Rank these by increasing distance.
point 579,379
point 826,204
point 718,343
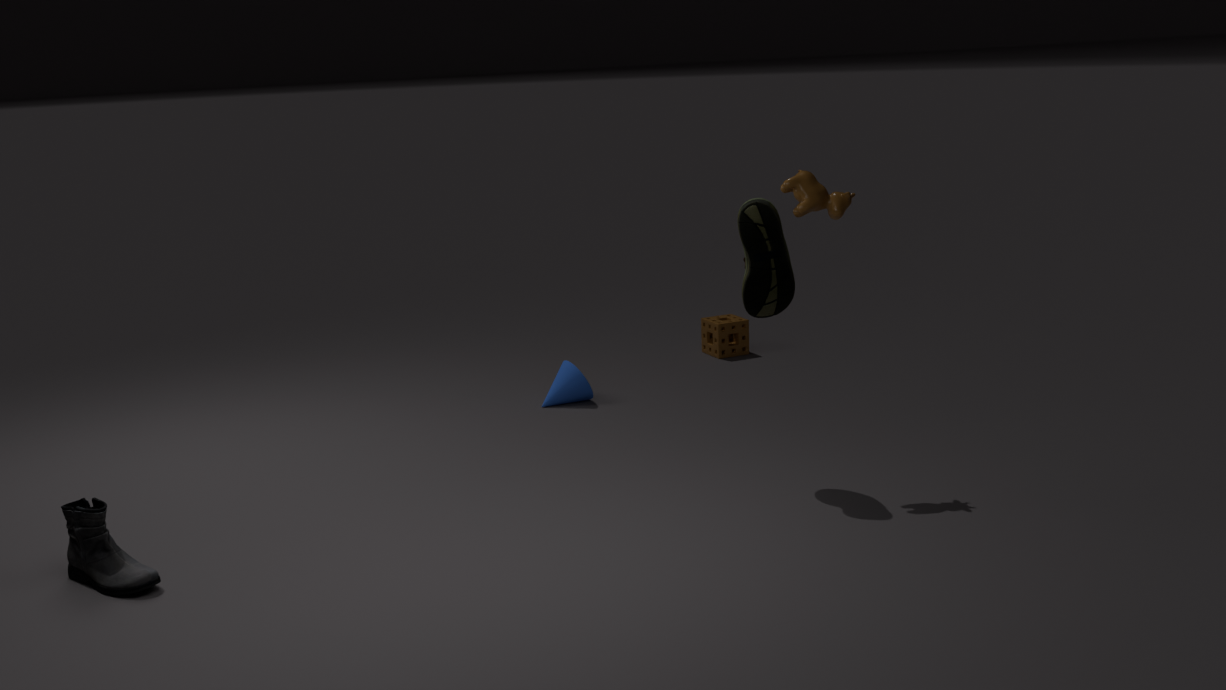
point 826,204
point 579,379
point 718,343
